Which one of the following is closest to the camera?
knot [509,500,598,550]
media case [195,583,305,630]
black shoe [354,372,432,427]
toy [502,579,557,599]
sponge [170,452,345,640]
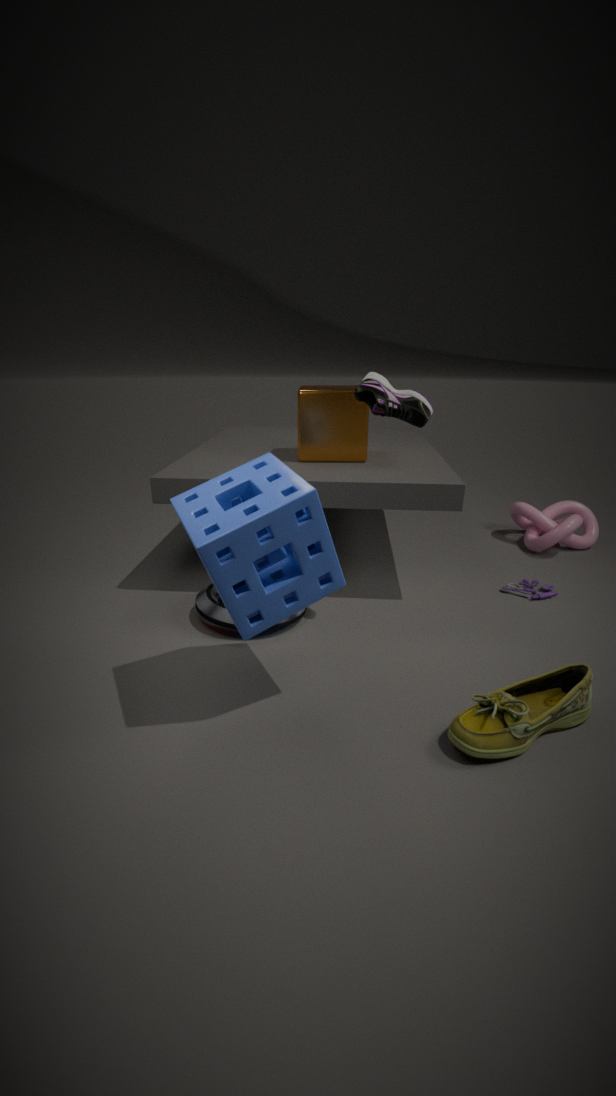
sponge [170,452,345,640]
